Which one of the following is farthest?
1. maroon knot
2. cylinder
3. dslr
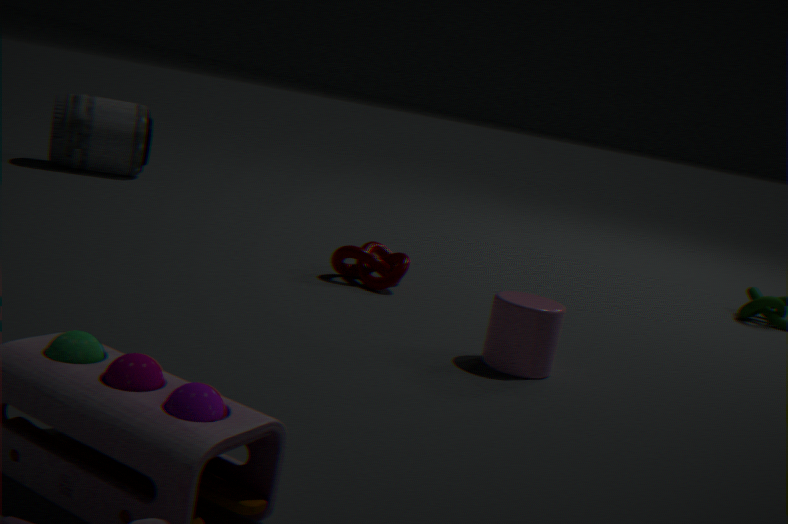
dslr
